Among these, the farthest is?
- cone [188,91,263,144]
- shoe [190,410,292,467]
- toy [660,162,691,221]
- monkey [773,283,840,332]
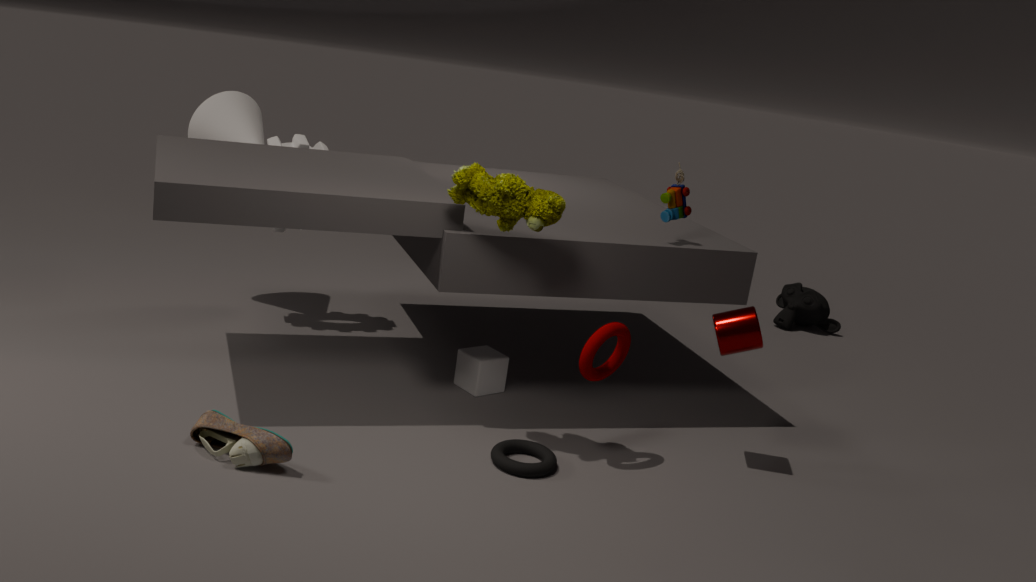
monkey [773,283,840,332]
